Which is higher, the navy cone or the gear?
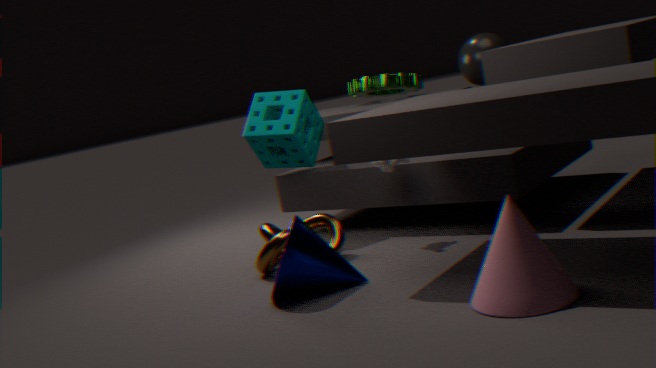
the gear
